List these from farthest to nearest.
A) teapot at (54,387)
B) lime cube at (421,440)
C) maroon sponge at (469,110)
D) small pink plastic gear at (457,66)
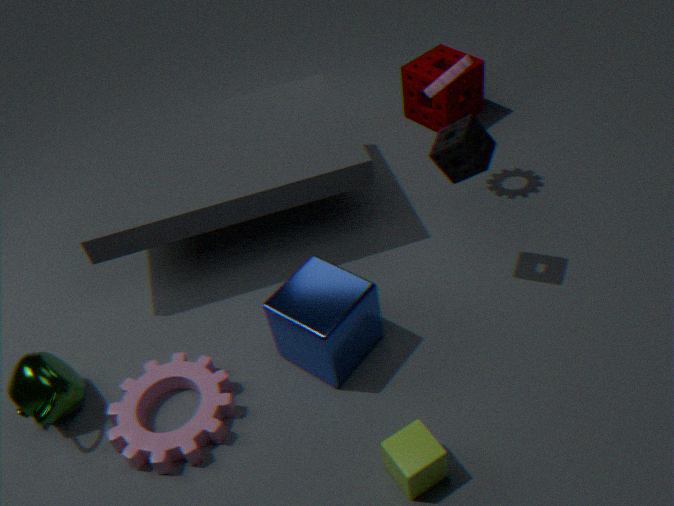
maroon sponge at (469,110)
small pink plastic gear at (457,66)
teapot at (54,387)
lime cube at (421,440)
